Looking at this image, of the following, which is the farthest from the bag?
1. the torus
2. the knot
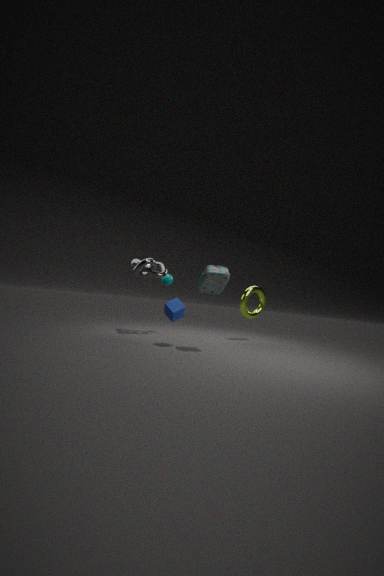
the torus
